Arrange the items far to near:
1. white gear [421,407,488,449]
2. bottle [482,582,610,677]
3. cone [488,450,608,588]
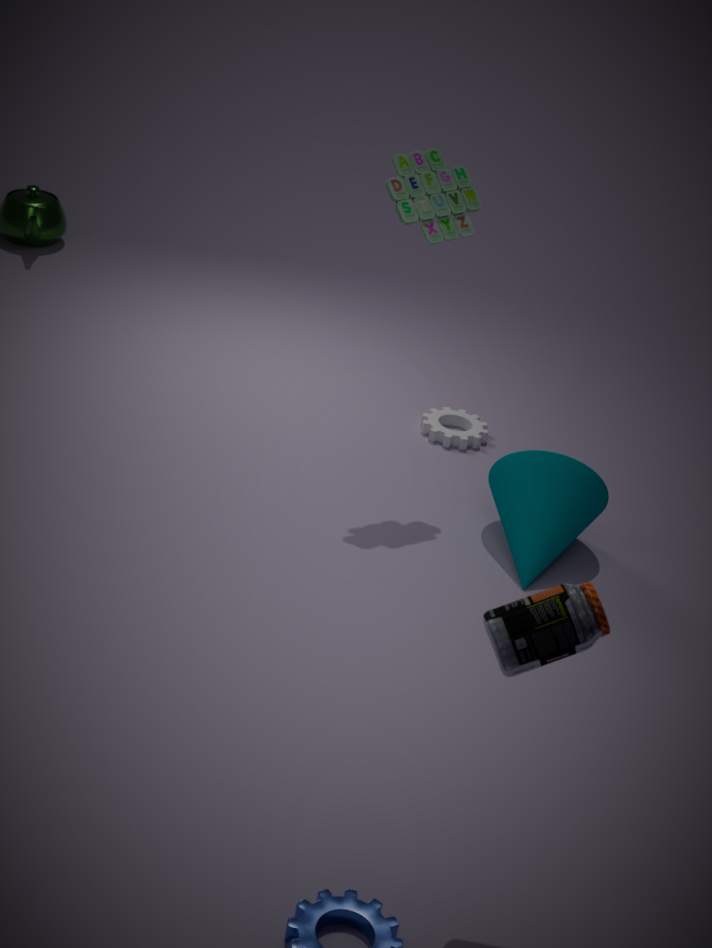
white gear [421,407,488,449] < cone [488,450,608,588] < bottle [482,582,610,677]
